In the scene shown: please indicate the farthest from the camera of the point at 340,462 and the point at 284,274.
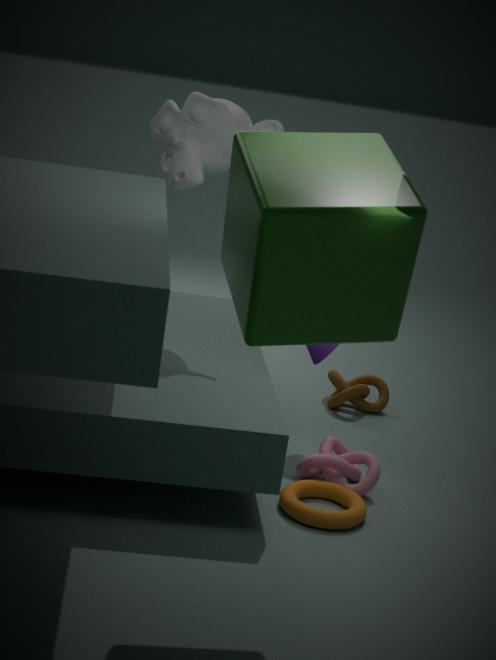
the point at 340,462
